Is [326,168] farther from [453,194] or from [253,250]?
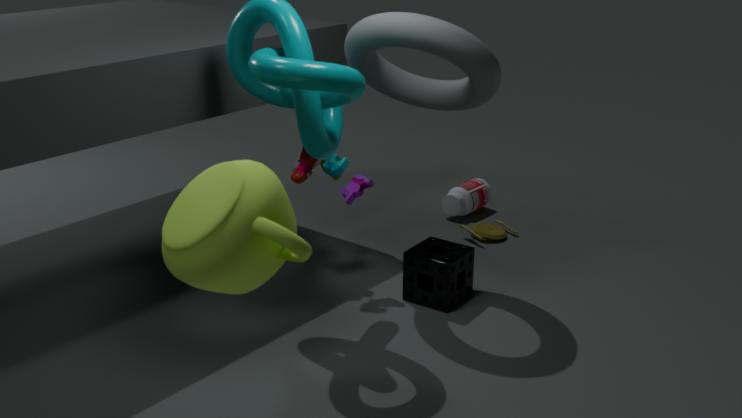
[253,250]
